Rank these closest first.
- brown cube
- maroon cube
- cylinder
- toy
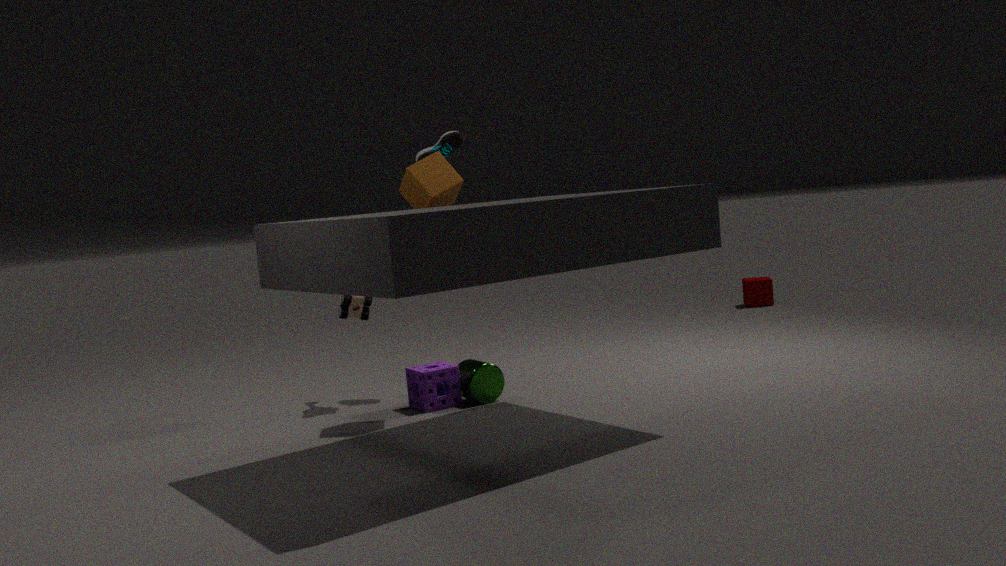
brown cube
cylinder
toy
maroon cube
